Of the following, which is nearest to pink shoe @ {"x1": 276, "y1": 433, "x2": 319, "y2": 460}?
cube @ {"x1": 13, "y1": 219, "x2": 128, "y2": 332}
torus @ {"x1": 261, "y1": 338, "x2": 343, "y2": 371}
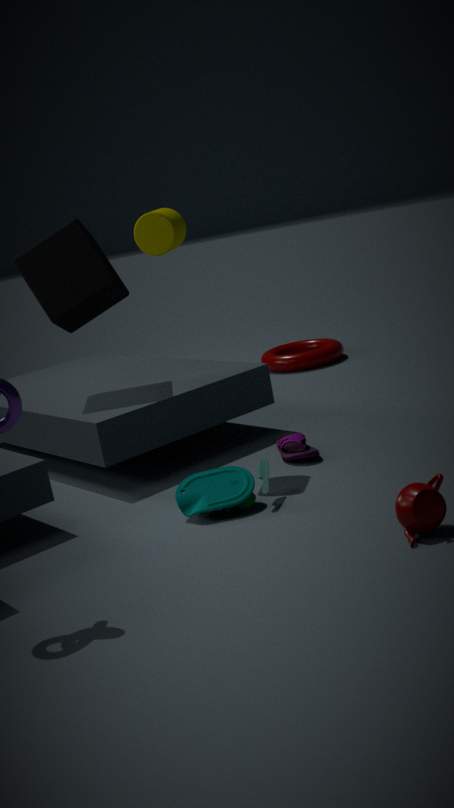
cube @ {"x1": 13, "y1": 219, "x2": 128, "y2": 332}
